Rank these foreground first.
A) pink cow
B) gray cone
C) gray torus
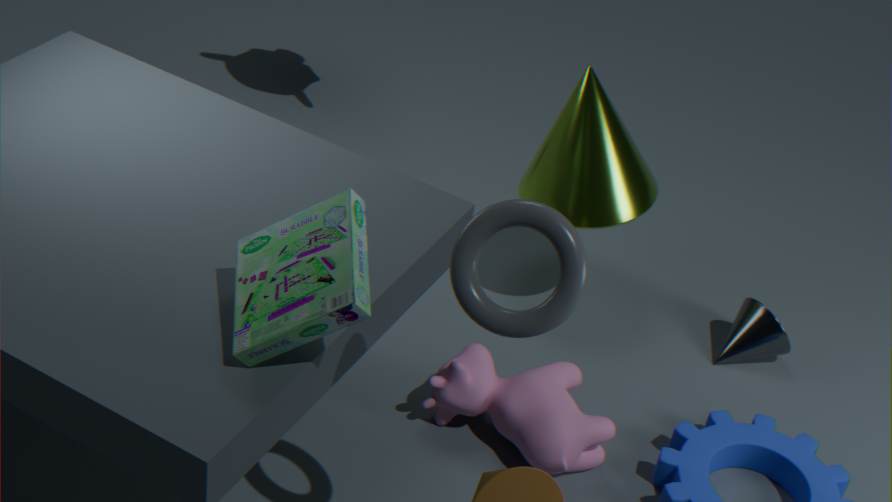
gray torus, pink cow, gray cone
